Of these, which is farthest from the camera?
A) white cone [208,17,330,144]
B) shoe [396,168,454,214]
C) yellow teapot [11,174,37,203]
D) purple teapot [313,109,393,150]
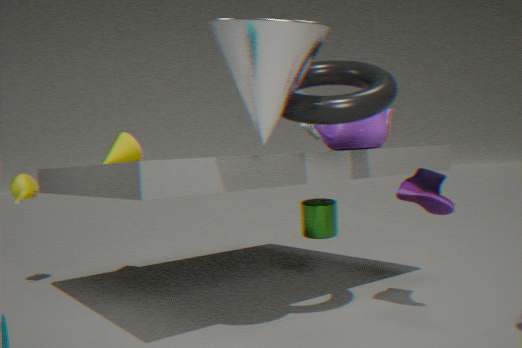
yellow teapot [11,174,37,203]
